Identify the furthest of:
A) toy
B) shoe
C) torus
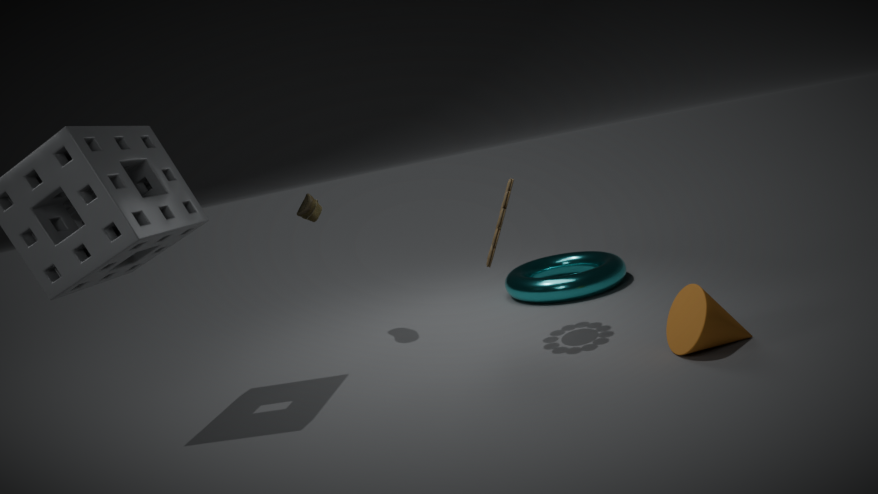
torus
